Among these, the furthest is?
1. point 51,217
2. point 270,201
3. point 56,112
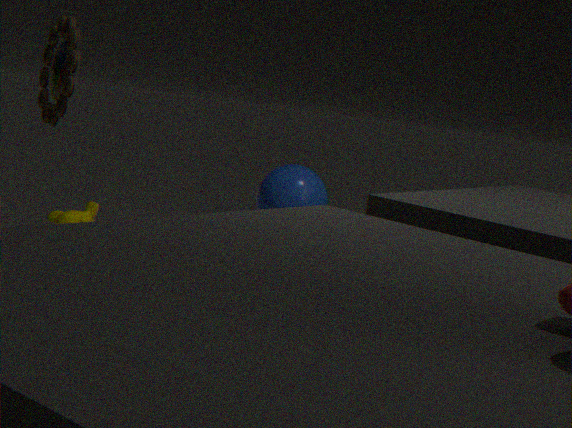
point 270,201
